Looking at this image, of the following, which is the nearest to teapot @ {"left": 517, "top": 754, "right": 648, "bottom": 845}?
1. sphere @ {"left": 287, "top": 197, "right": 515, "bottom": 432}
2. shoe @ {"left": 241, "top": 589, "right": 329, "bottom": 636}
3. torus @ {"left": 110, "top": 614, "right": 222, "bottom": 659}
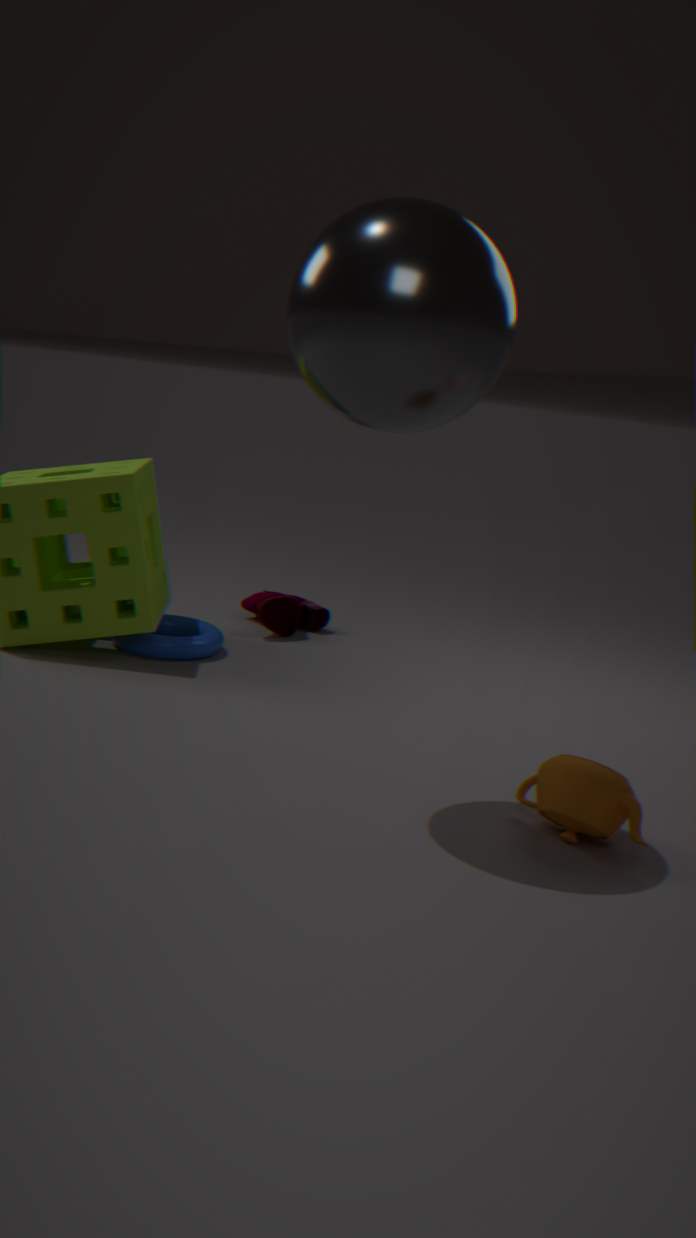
sphere @ {"left": 287, "top": 197, "right": 515, "bottom": 432}
